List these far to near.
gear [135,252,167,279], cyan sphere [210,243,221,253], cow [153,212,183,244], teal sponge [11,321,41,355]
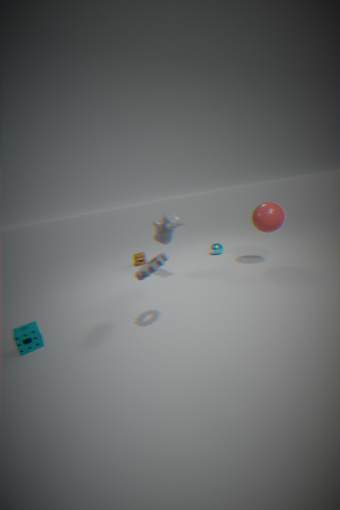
cyan sphere [210,243,221,253] < cow [153,212,183,244] < teal sponge [11,321,41,355] < gear [135,252,167,279]
